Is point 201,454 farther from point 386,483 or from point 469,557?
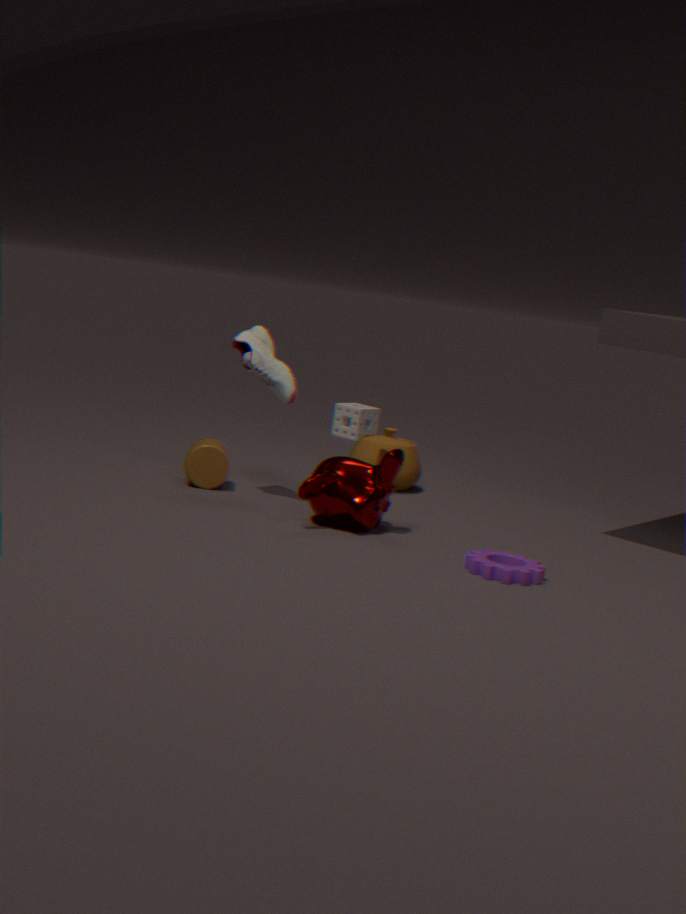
point 469,557
